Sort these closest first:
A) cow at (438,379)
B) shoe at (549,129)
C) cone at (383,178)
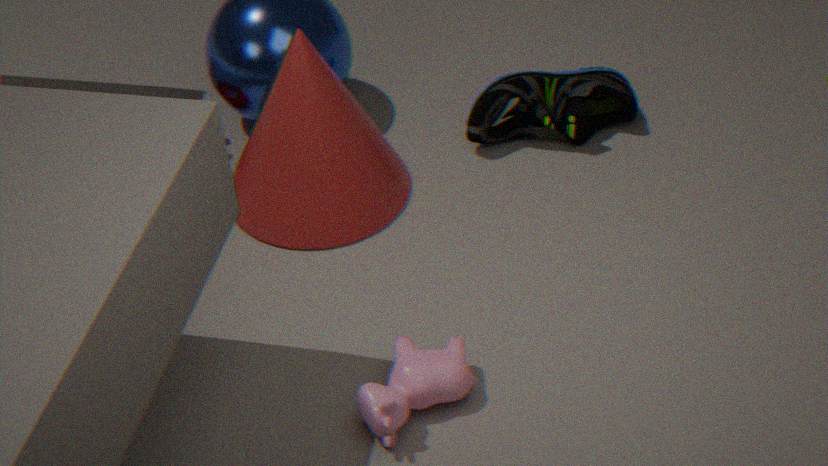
cow at (438,379) → cone at (383,178) → shoe at (549,129)
